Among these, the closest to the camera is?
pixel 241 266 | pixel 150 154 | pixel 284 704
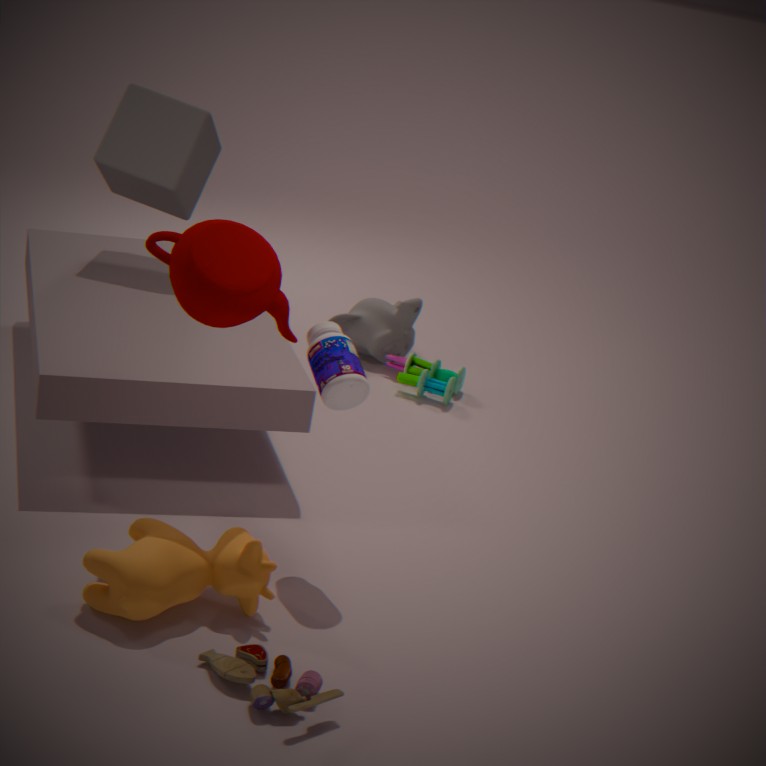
pixel 284 704
